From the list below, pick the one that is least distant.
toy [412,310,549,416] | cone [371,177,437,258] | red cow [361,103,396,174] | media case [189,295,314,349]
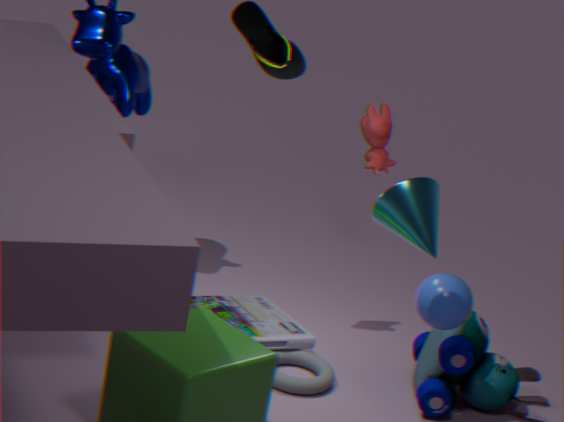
cone [371,177,437,258]
